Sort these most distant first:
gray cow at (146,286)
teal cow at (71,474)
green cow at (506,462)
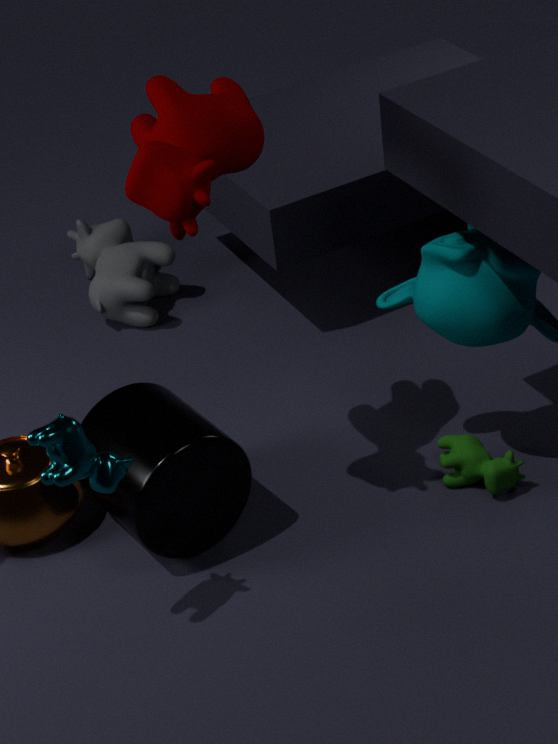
gray cow at (146,286) < green cow at (506,462) < teal cow at (71,474)
